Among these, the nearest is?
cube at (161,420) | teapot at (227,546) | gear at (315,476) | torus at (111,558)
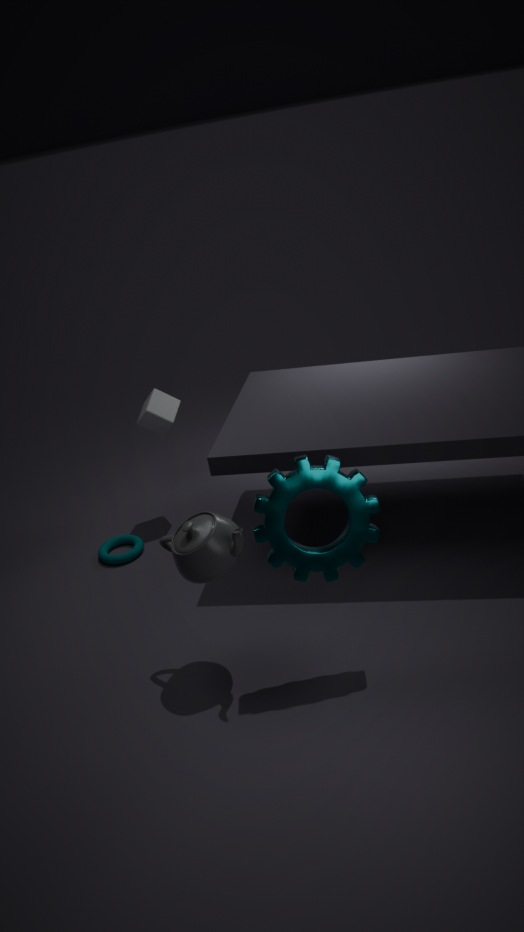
gear at (315,476)
